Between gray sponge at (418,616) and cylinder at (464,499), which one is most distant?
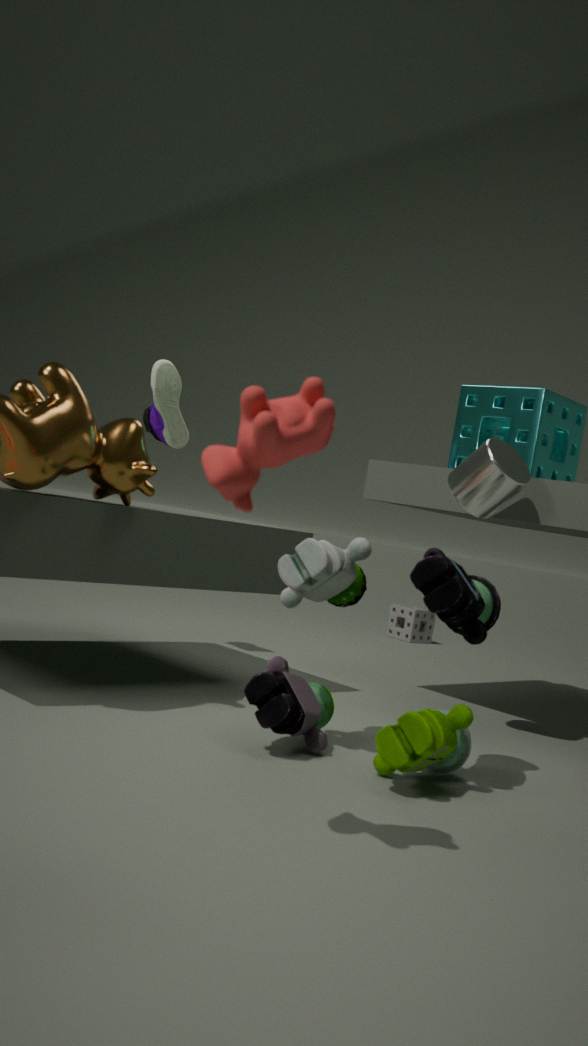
gray sponge at (418,616)
